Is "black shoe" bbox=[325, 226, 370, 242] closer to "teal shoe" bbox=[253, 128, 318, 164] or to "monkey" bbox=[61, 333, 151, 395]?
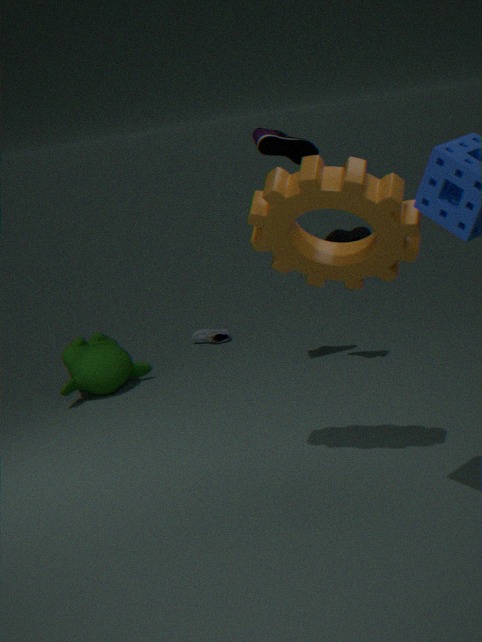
"teal shoe" bbox=[253, 128, 318, 164]
